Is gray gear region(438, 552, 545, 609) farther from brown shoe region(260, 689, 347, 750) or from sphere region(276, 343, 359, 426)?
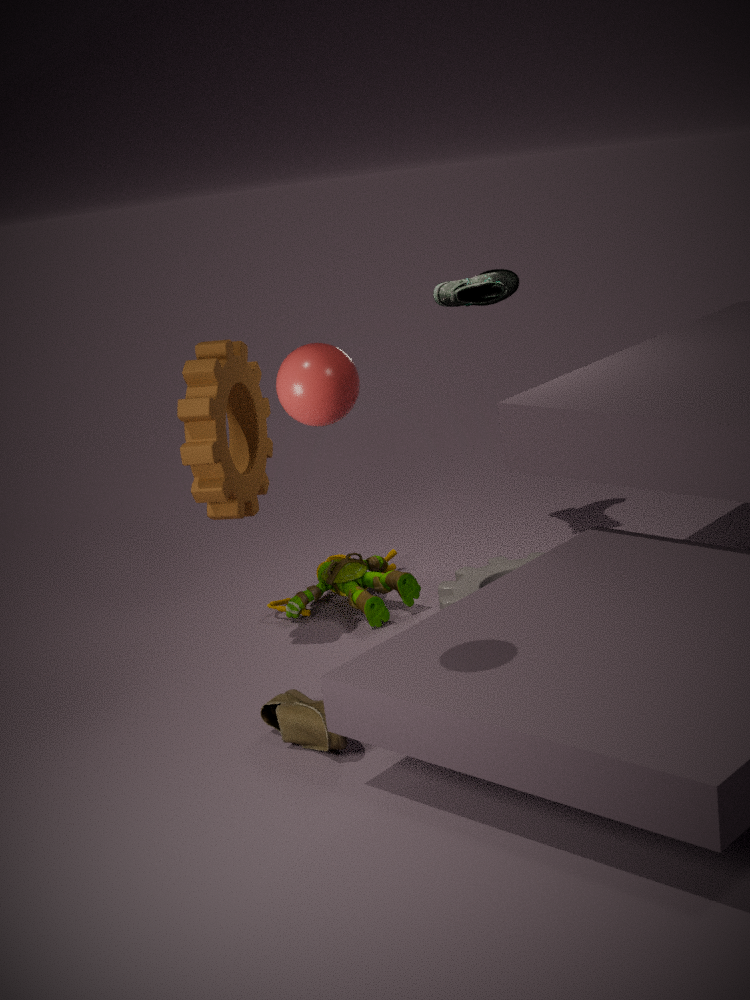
sphere region(276, 343, 359, 426)
